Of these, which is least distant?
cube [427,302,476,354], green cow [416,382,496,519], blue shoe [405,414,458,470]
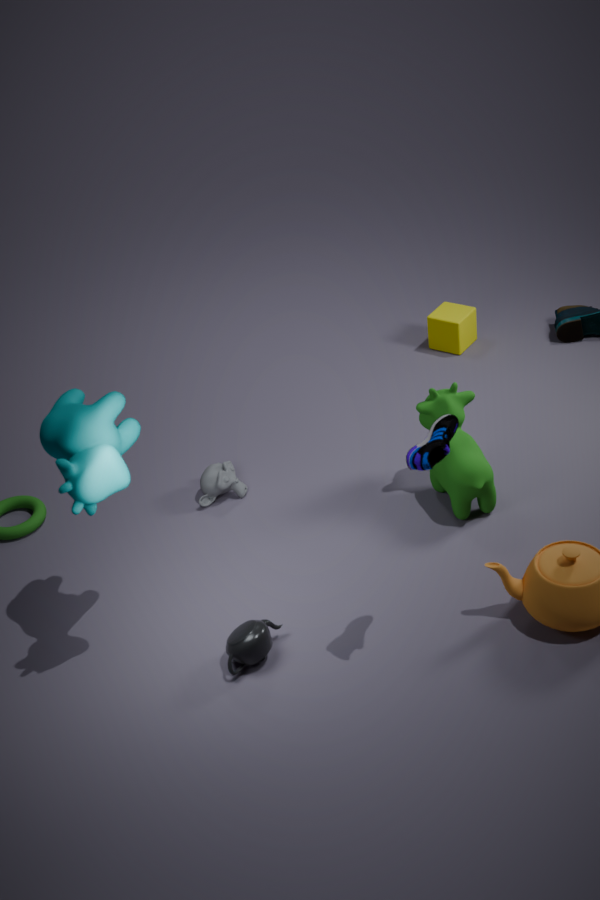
blue shoe [405,414,458,470]
